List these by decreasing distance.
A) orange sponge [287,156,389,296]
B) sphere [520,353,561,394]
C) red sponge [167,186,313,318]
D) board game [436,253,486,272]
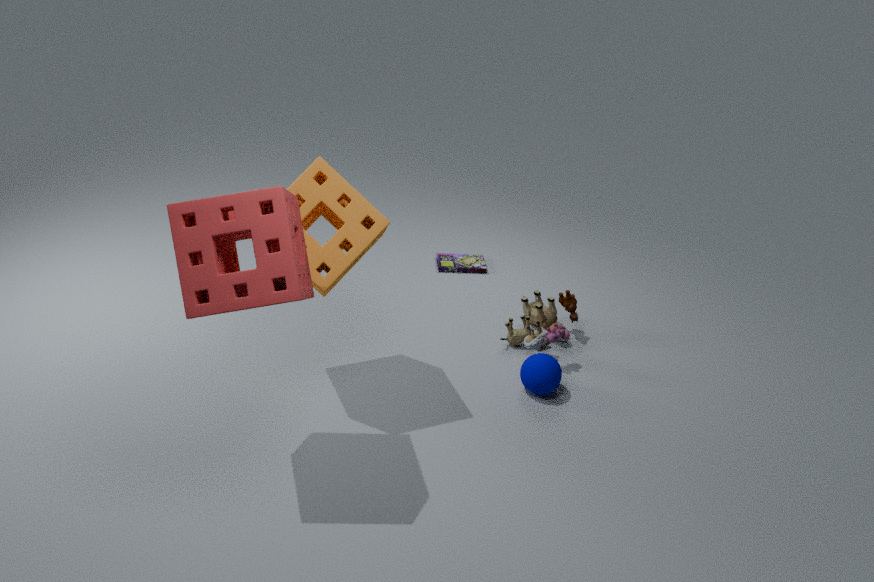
board game [436,253,486,272] → sphere [520,353,561,394] → orange sponge [287,156,389,296] → red sponge [167,186,313,318]
